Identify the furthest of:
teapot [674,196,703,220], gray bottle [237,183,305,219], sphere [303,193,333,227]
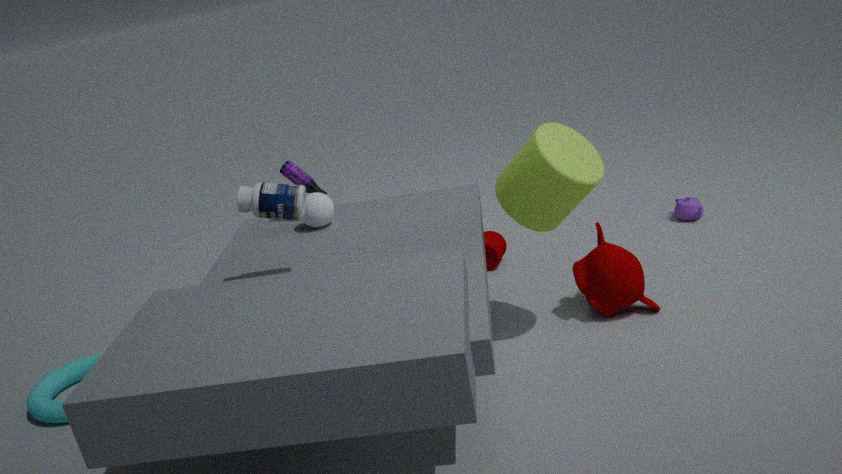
teapot [674,196,703,220]
